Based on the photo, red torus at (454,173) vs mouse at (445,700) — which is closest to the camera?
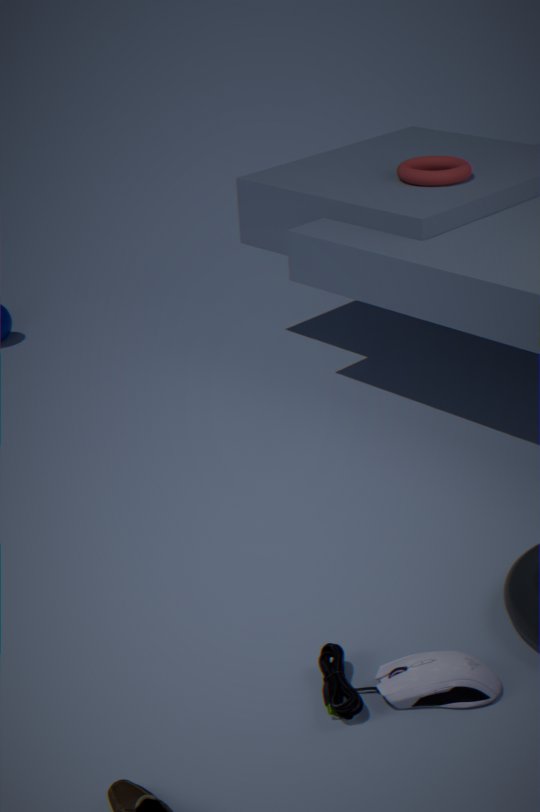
mouse at (445,700)
